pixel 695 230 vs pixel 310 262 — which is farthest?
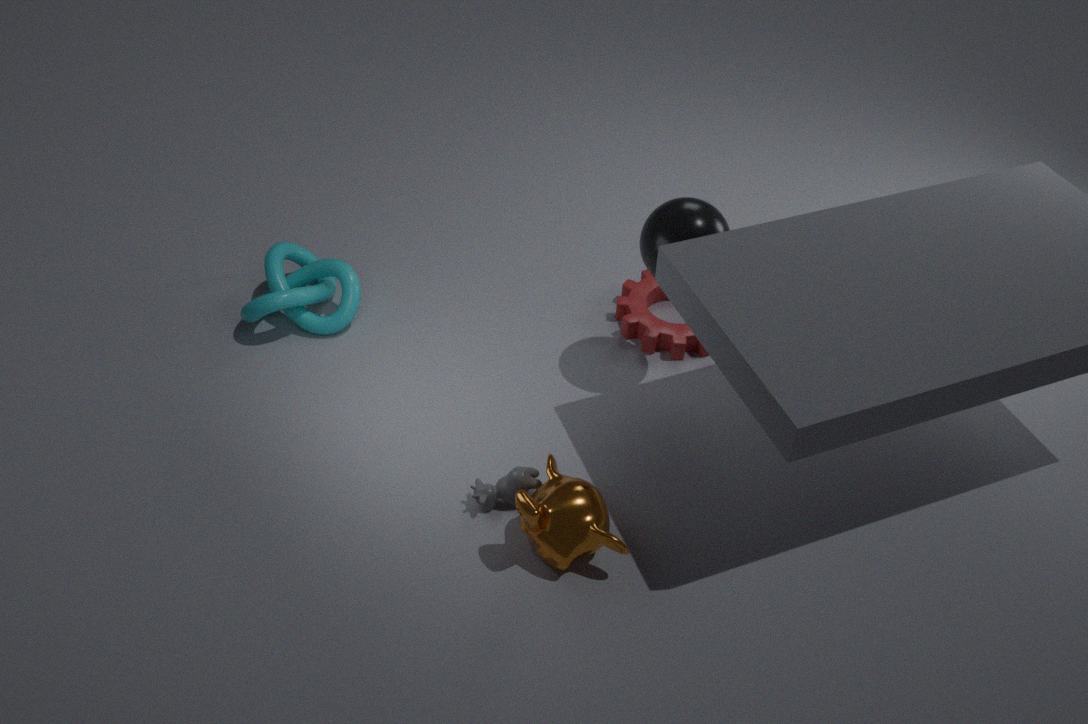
pixel 310 262
